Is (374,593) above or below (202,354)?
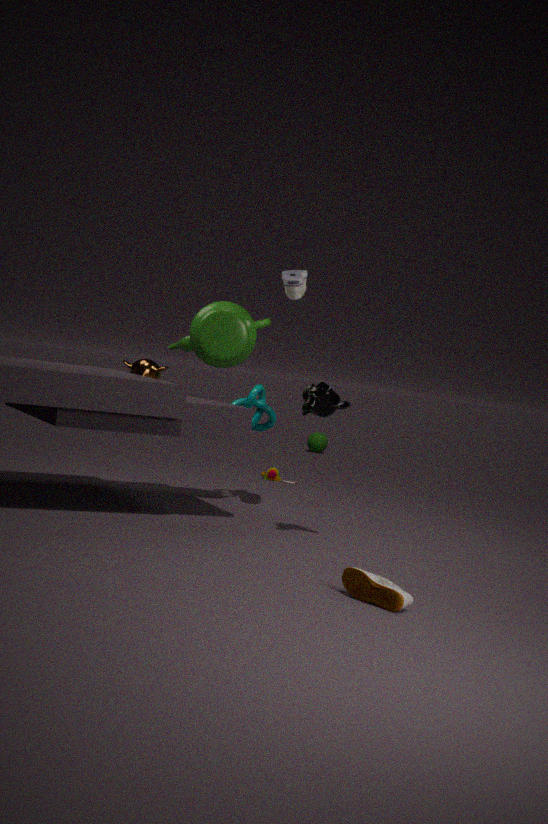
below
